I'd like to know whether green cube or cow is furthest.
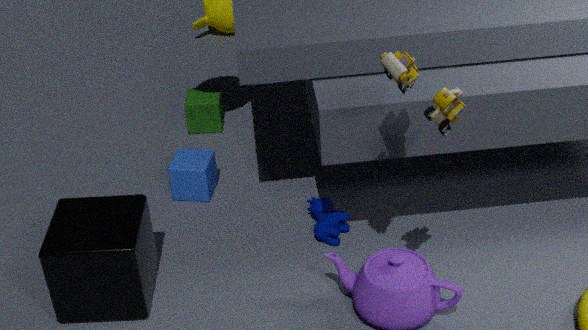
green cube
